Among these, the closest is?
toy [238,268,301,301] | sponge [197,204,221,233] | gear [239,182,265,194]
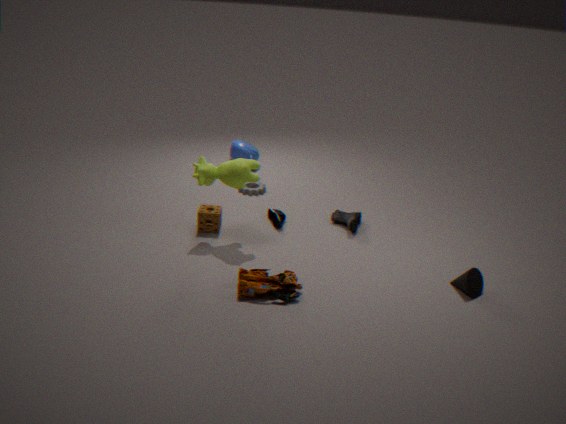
toy [238,268,301,301]
